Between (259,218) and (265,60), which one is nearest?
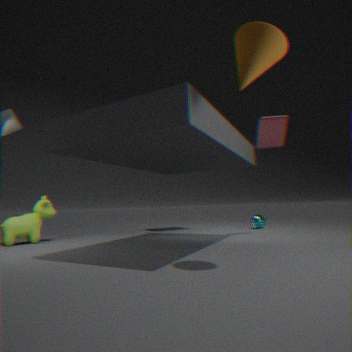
(265,60)
